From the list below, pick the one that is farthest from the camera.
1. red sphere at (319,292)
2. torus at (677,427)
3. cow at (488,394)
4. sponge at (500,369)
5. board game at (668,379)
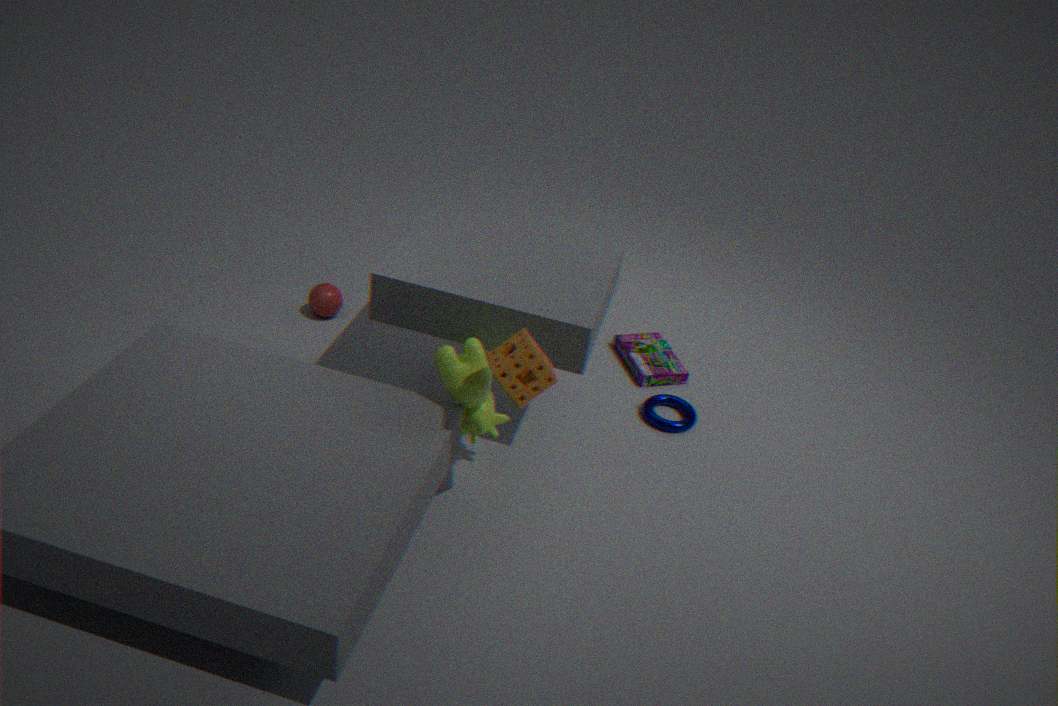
red sphere at (319,292)
